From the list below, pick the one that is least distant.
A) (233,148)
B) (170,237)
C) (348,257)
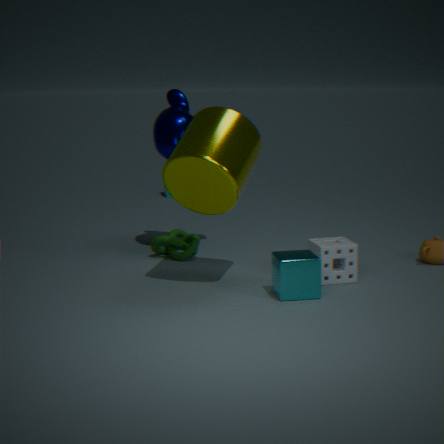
(233,148)
